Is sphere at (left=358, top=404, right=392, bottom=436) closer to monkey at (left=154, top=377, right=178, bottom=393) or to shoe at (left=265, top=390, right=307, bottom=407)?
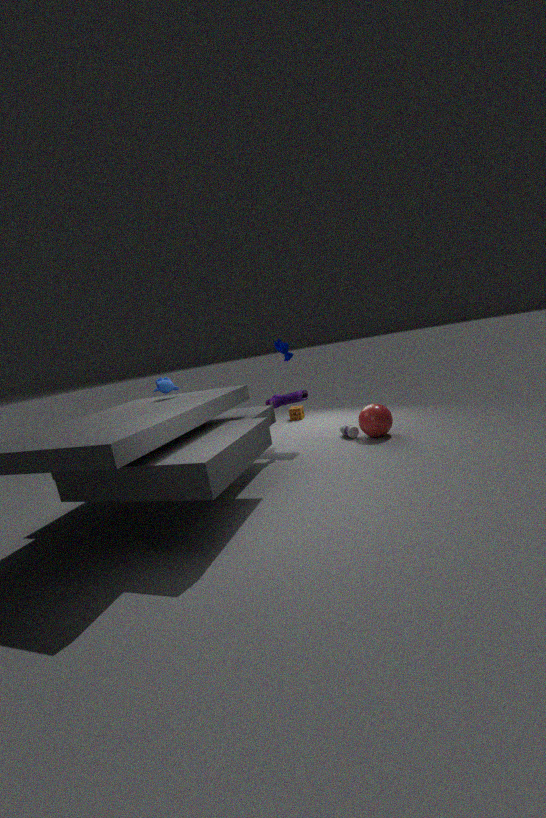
shoe at (left=265, top=390, right=307, bottom=407)
